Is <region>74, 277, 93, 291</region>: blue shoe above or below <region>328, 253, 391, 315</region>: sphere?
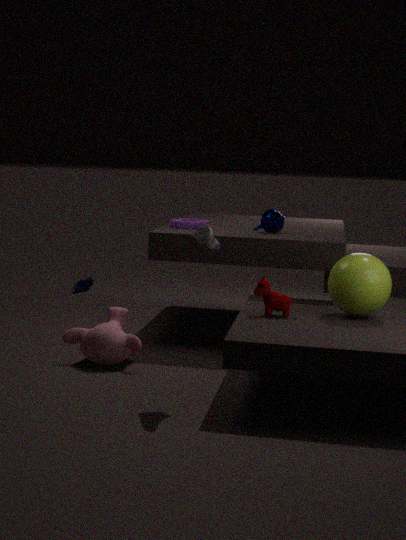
below
